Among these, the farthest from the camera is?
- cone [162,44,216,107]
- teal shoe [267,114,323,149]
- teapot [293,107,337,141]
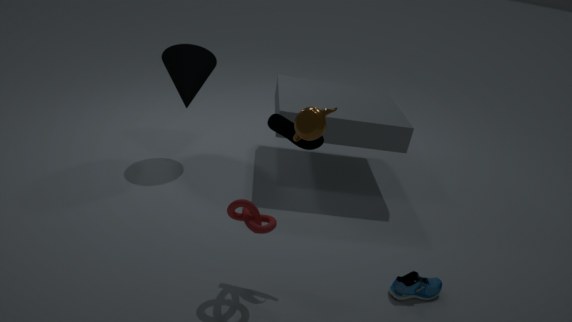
cone [162,44,216,107]
